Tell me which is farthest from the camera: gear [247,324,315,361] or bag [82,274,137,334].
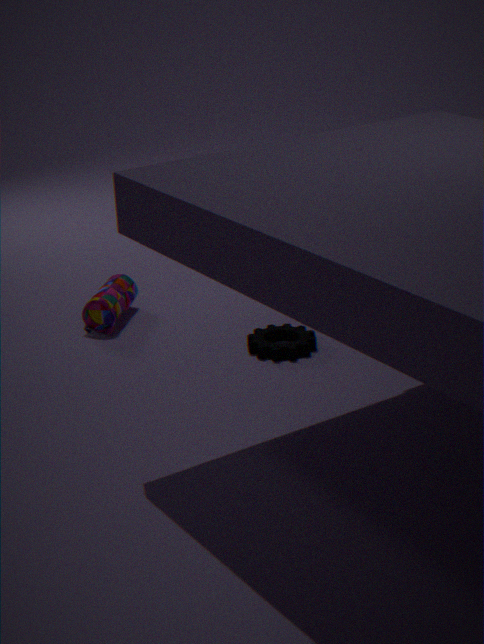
bag [82,274,137,334]
